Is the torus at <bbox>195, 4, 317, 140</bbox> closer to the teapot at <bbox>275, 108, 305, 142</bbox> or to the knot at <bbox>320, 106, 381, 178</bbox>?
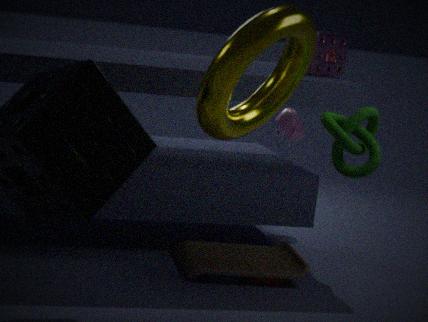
the knot at <bbox>320, 106, 381, 178</bbox>
